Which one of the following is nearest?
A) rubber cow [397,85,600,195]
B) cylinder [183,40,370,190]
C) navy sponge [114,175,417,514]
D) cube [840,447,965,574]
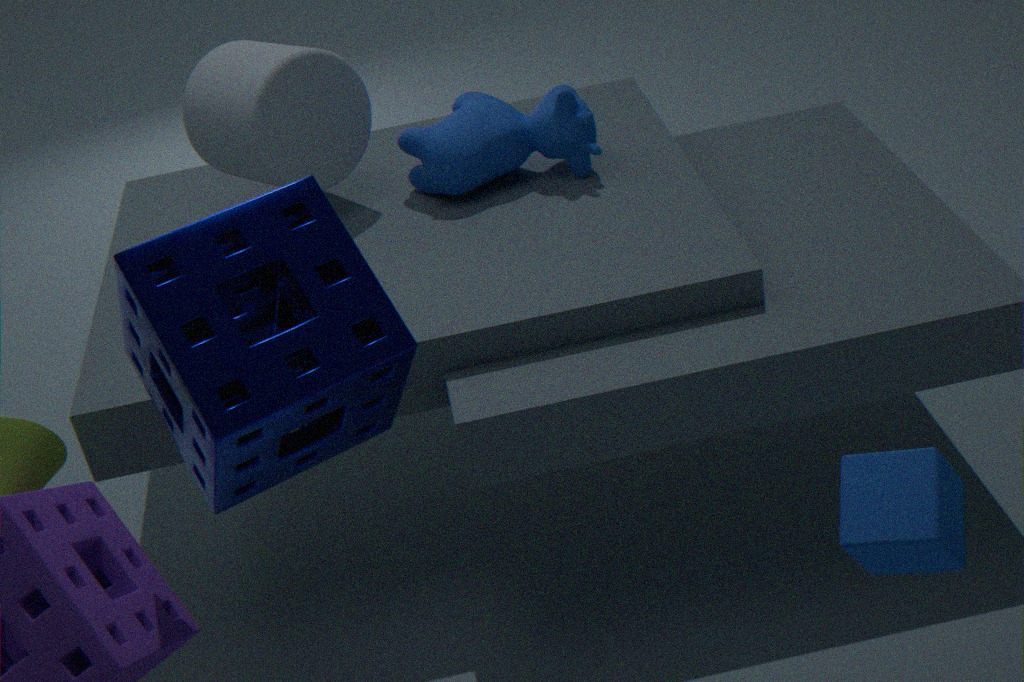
navy sponge [114,175,417,514]
